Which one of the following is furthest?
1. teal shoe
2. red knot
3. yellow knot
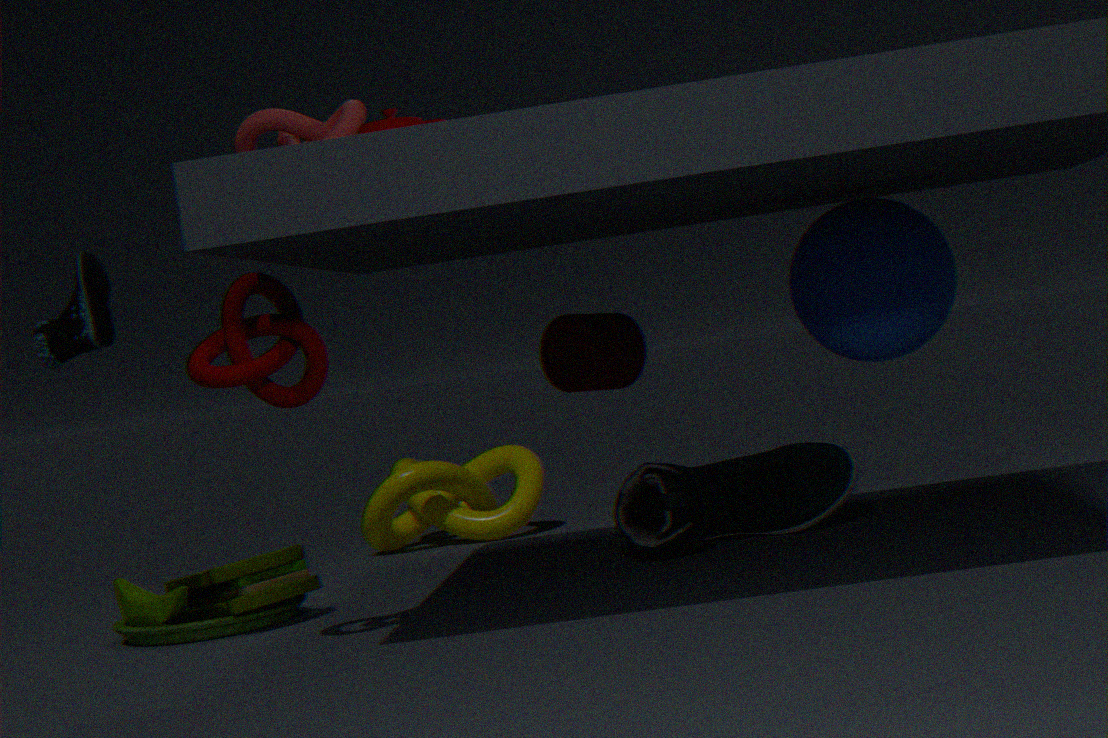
yellow knot
